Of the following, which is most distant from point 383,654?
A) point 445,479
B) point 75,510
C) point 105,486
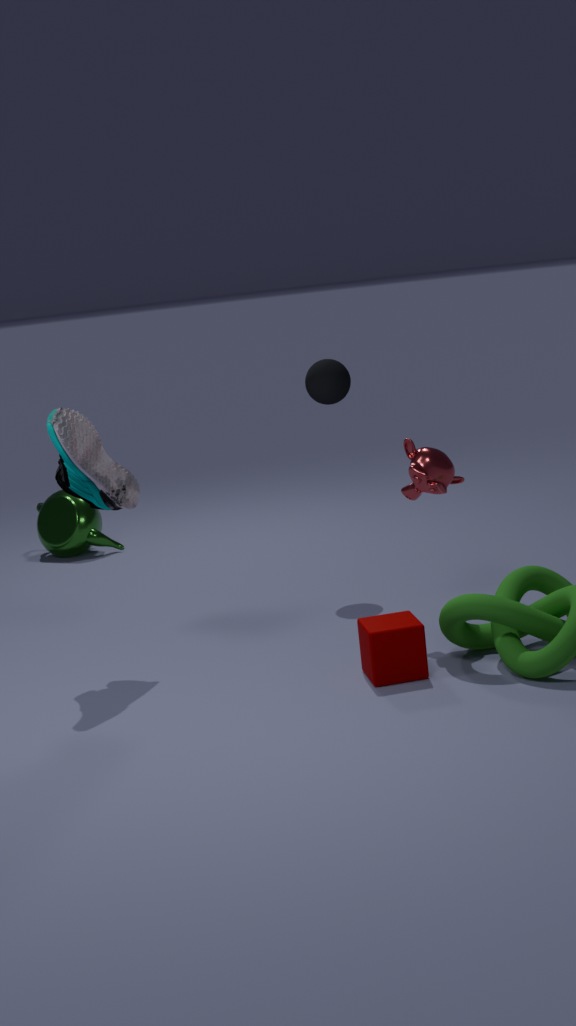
point 75,510
